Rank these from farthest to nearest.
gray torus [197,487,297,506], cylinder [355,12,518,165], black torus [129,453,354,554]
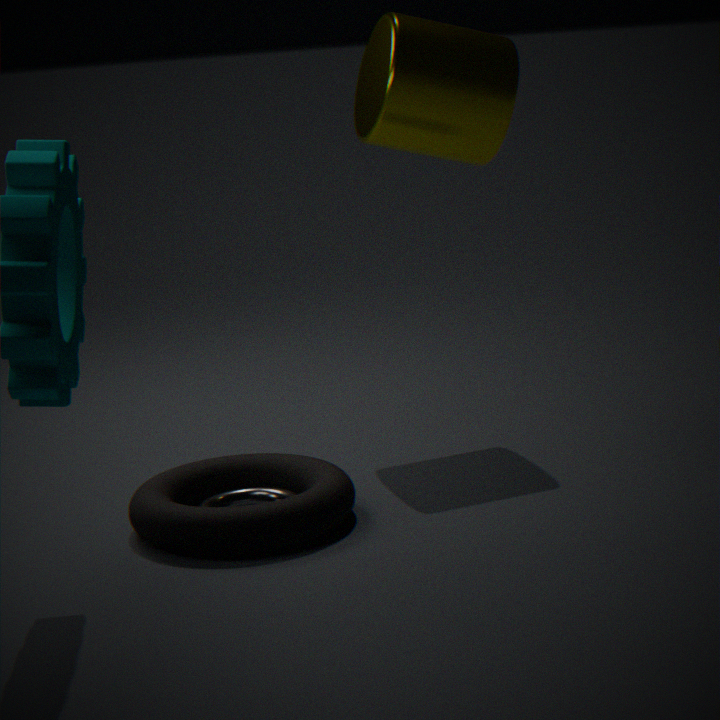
cylinder [355,12,518,165] < gray torus [197,487,297,506] < black torus [129,453,354,554]
